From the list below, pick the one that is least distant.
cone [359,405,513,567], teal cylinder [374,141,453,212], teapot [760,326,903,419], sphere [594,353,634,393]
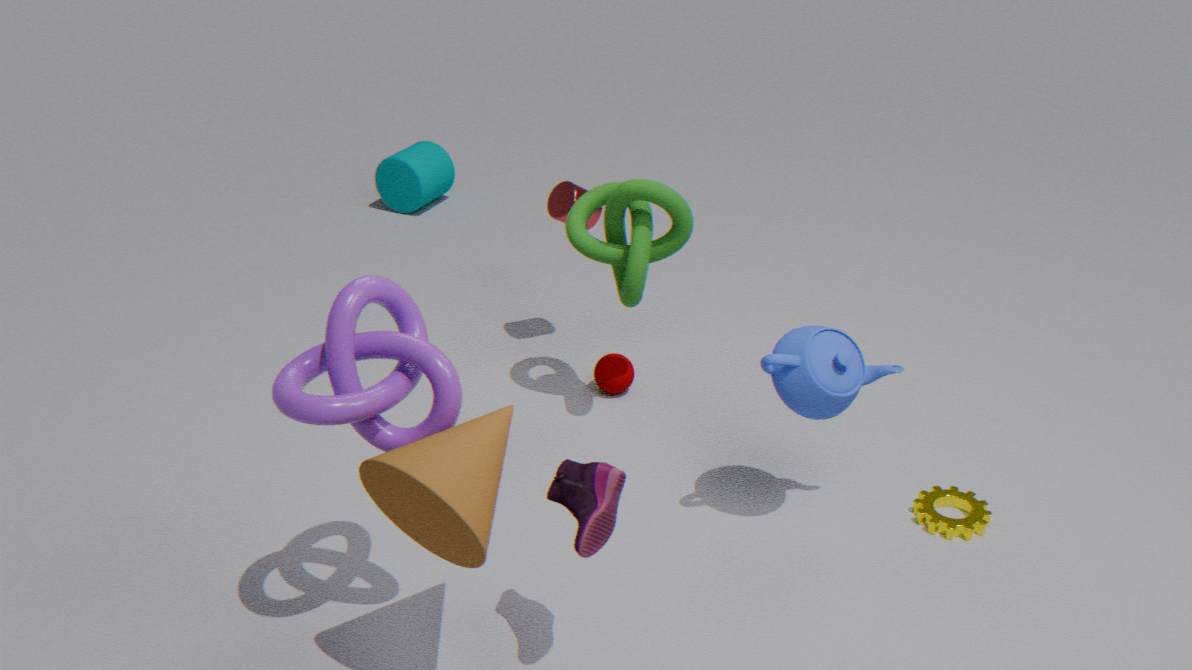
cone [359,405,513,567]
